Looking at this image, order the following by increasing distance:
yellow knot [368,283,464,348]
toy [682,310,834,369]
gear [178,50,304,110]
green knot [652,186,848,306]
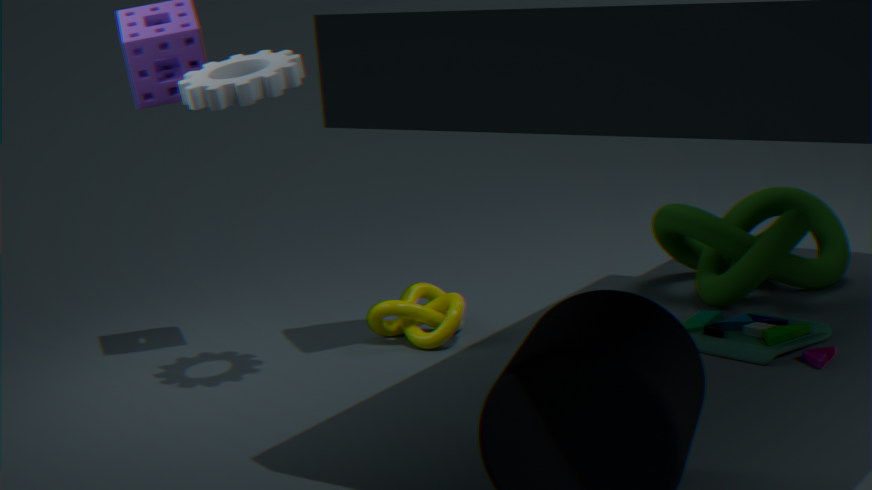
gear [178,50,304,110] → toy [682,310,834,369] → yellow knot [368,283,464,348] → green knot [652,186,848,306]
